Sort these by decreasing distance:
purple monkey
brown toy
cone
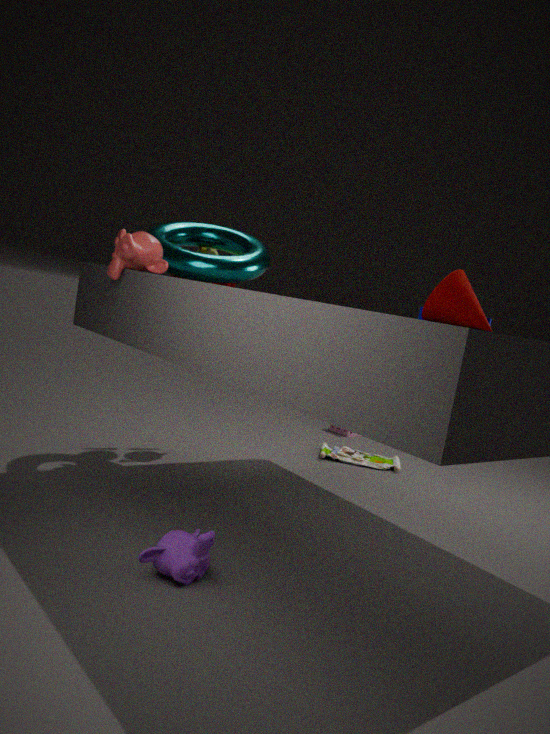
brown toy < cone < purple monkey
